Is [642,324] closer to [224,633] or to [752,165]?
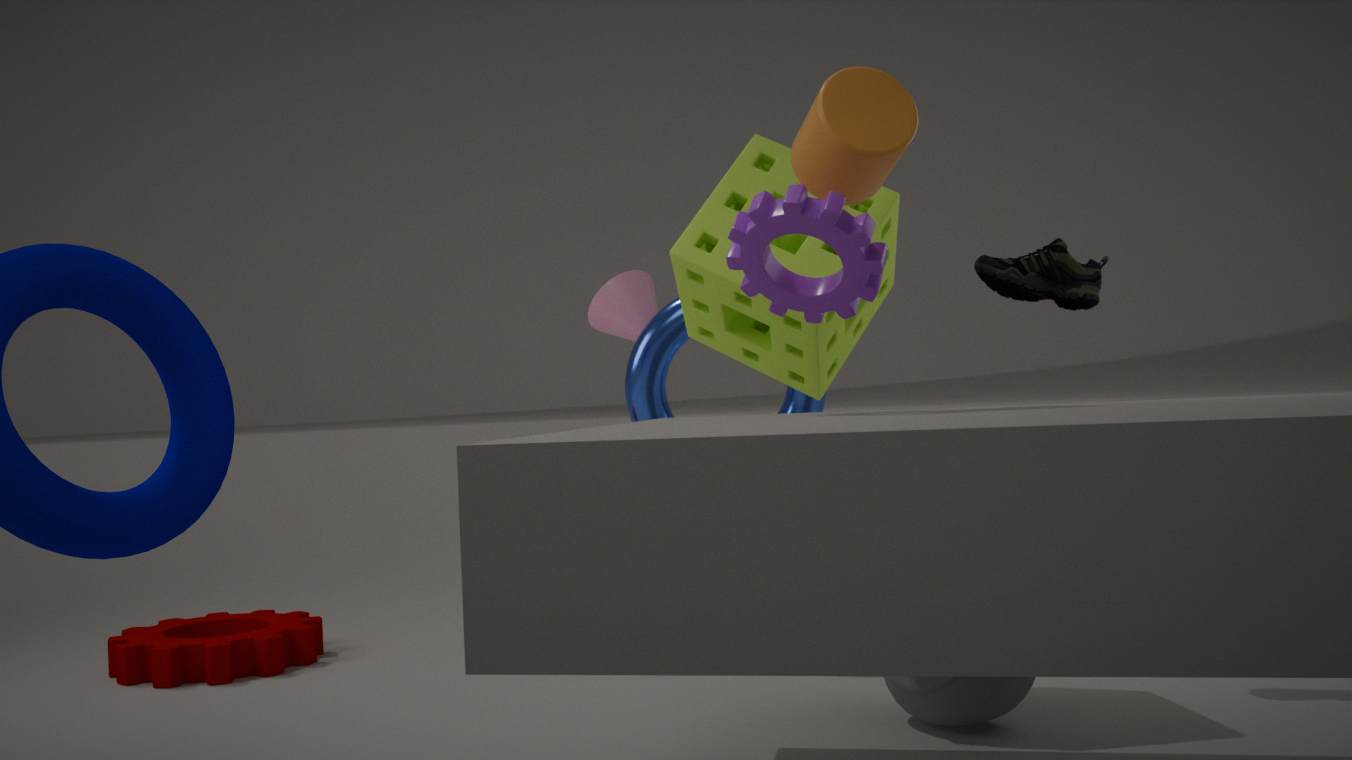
[752,165]
